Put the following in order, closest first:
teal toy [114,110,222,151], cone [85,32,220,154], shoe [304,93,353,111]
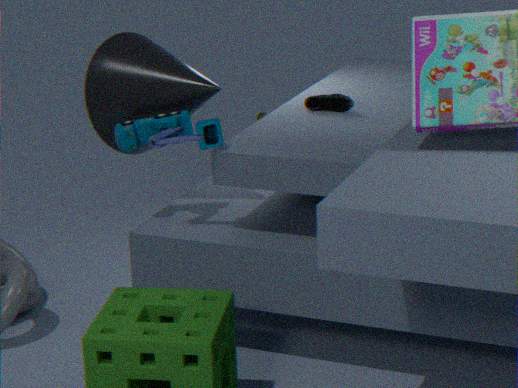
teal toy [114,110,222,151], cone [85,32,220,154], shoe [304,93,353,111]
